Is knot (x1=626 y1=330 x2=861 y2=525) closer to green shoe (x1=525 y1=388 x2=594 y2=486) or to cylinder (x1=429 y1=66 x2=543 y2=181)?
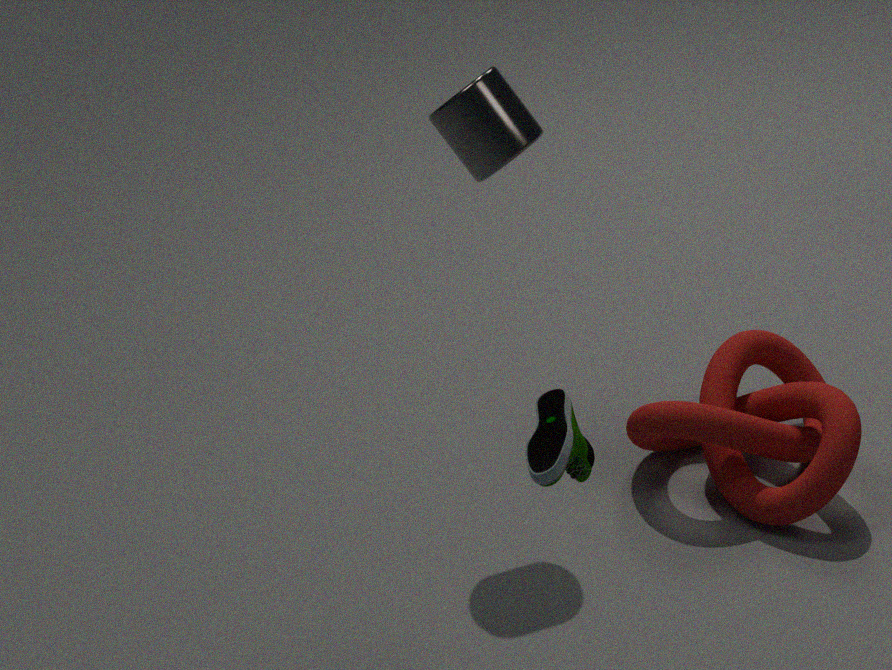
green shoe (x1=525 y1=388 x2=594 y2=486)
